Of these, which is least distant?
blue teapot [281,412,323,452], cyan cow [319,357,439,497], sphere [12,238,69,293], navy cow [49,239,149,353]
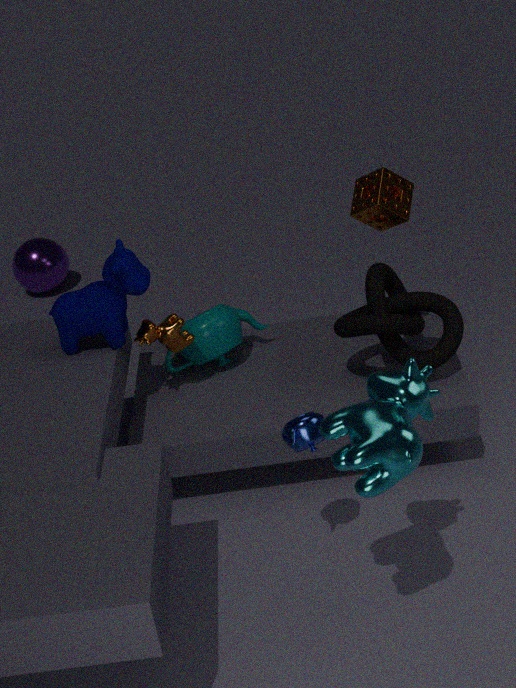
cyan cow [319,357,439,497]
